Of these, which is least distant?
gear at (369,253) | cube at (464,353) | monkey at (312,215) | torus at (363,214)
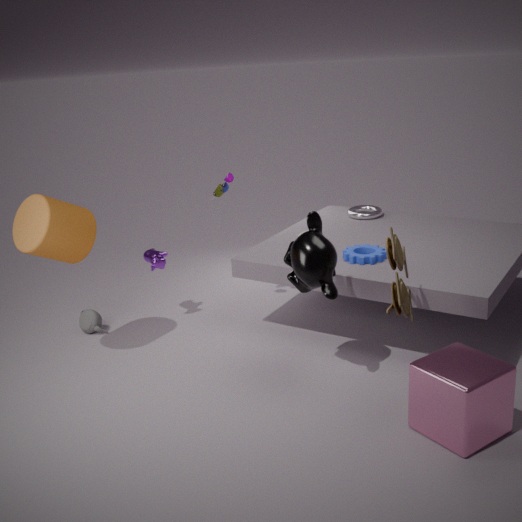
cube at (464,353)
